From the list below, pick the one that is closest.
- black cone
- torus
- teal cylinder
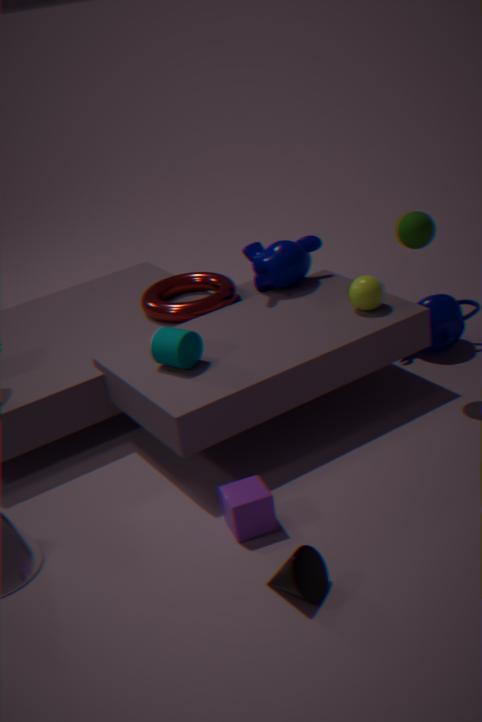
black cone
